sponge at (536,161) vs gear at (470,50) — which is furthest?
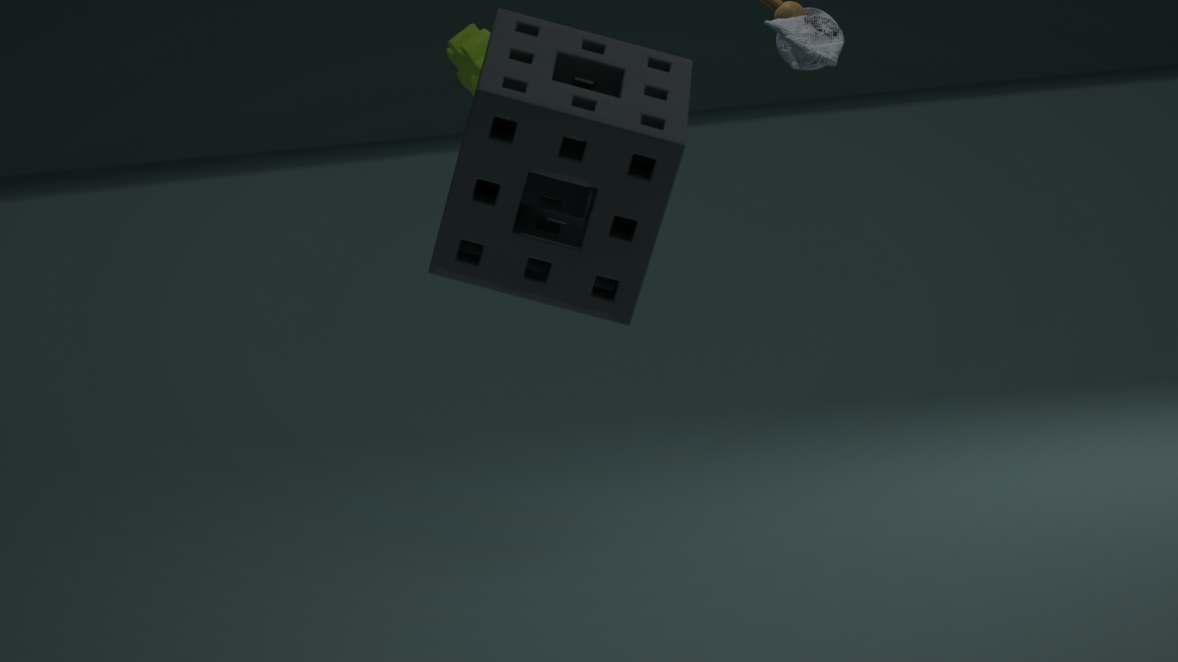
gear at (470,50)
